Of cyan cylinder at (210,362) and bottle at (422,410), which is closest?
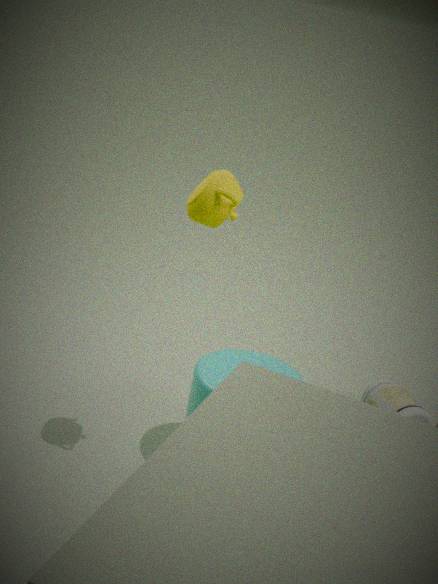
cyan cylinder at (210,362)
